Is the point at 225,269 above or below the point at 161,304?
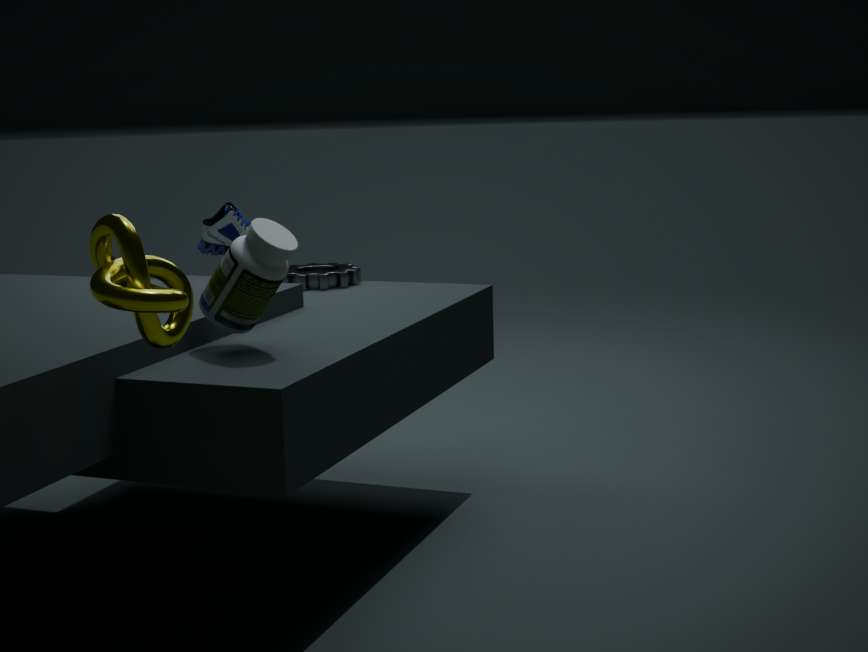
below
